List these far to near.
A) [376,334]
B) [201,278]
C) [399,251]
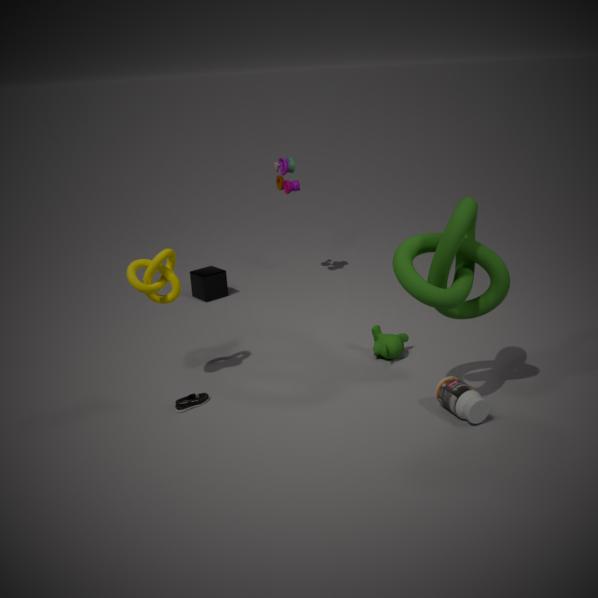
B. [201,278] < A. [376,334] < C. [399,251]
